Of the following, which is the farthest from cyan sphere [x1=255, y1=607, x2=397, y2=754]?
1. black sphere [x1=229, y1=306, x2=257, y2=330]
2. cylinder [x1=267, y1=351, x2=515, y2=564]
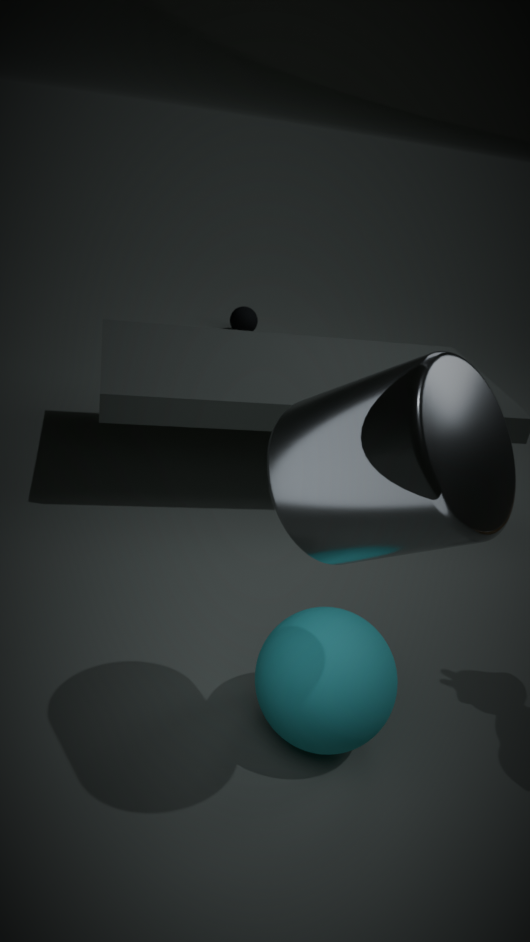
black sphere [x1=229, y1=306, x2=257, y2=330]
